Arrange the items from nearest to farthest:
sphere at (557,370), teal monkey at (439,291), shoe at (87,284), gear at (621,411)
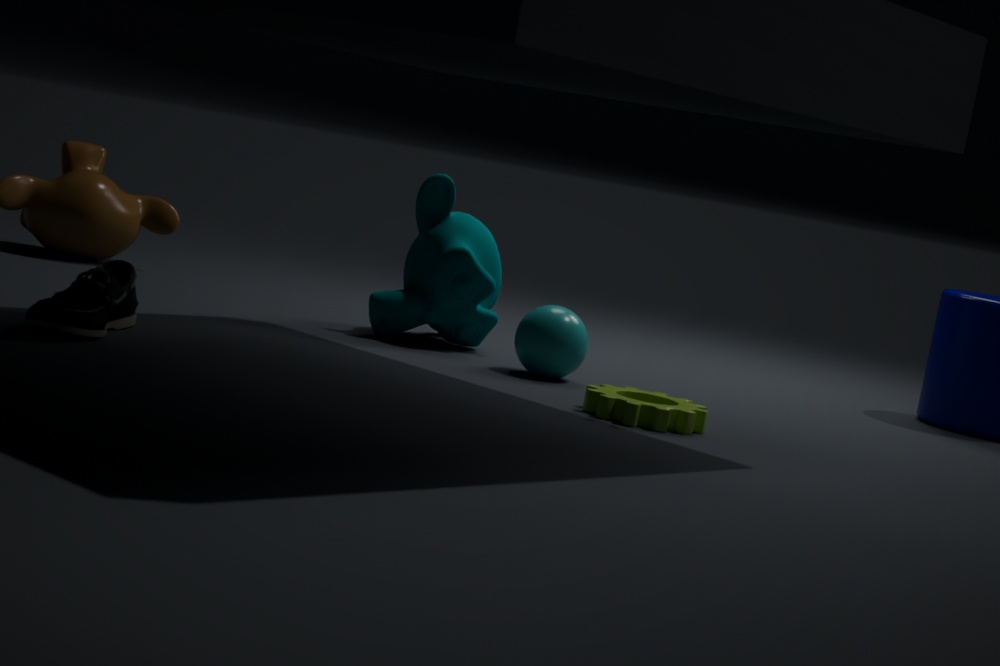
1. shoe at (87,284)
2. gear at (621,411)
3. sphere at (557,370)
4. teal monkey at (439,291)
